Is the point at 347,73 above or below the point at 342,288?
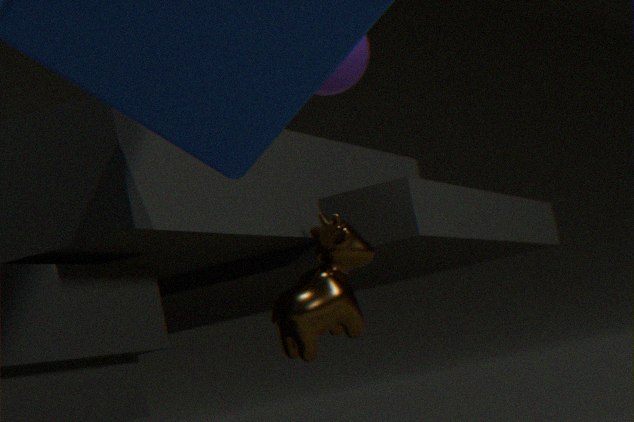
above
